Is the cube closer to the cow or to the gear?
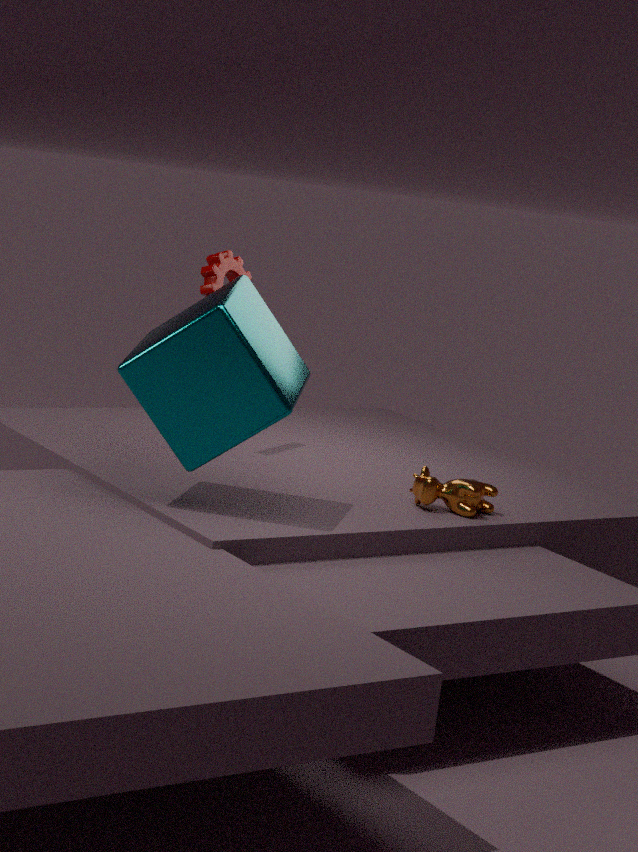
the cow
